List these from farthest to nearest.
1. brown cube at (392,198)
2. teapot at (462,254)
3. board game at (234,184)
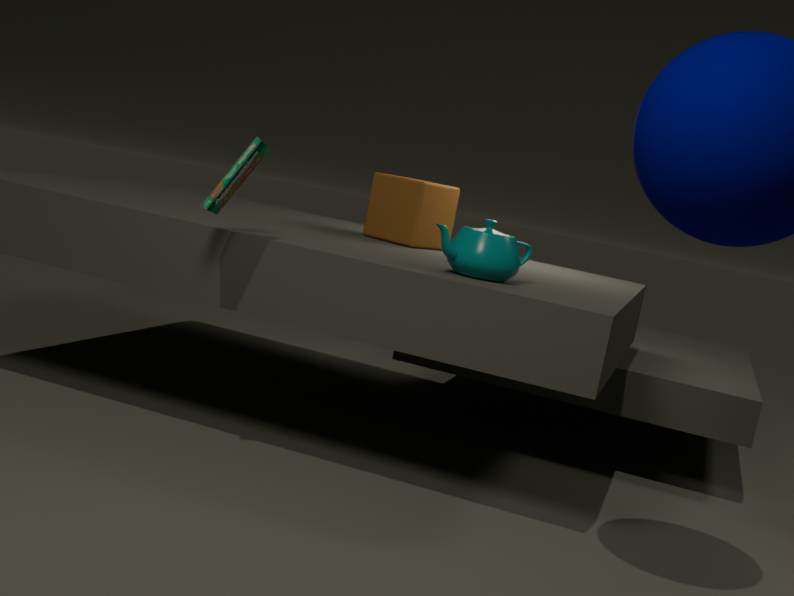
1. brown cube at (392,198)
2. teapot at (462,254)
3. board game at (234,184)
